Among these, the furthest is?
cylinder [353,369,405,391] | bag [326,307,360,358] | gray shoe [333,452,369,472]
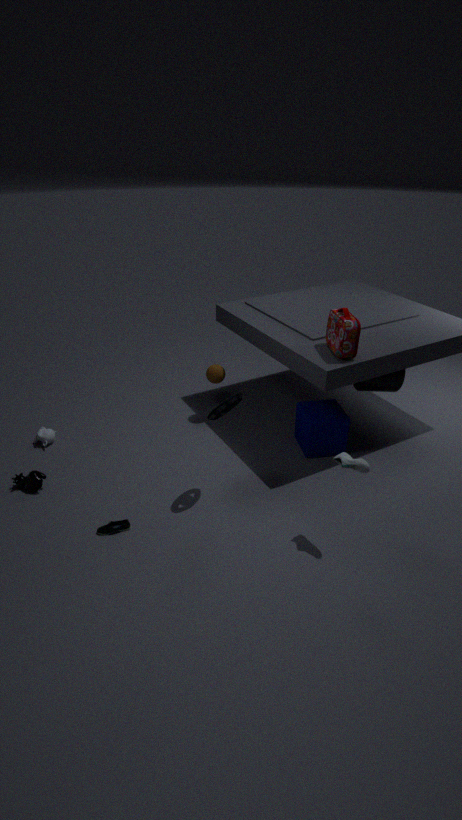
cylinder [353,369,405,391]
